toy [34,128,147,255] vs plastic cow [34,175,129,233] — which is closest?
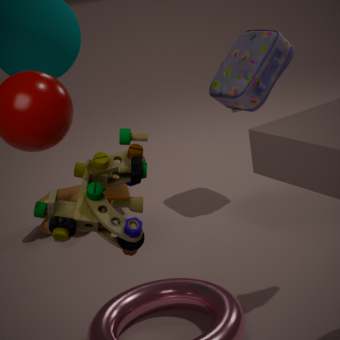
toy [34,128,147,255]
